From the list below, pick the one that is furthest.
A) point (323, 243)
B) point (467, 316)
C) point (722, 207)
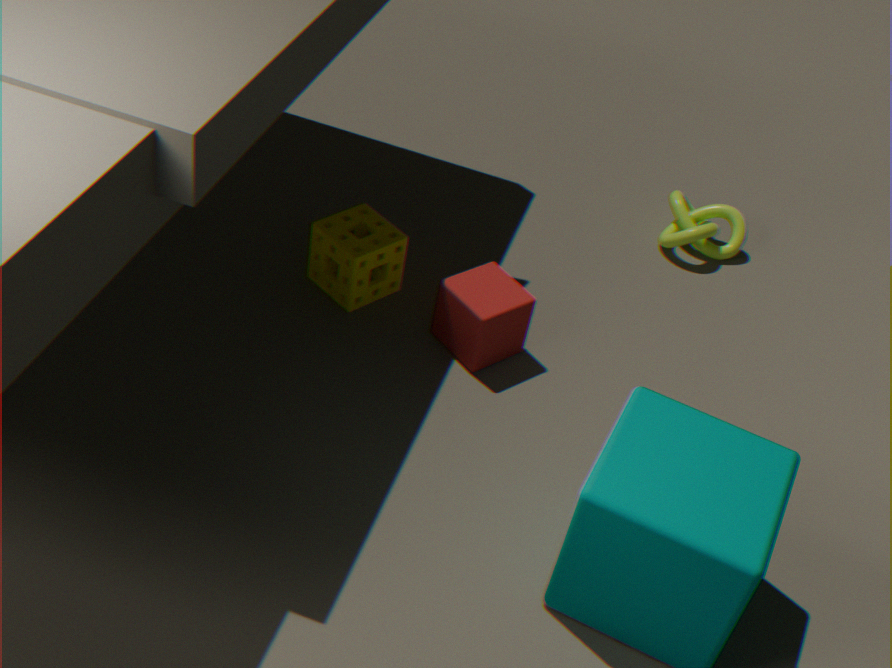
point (722, 207)
